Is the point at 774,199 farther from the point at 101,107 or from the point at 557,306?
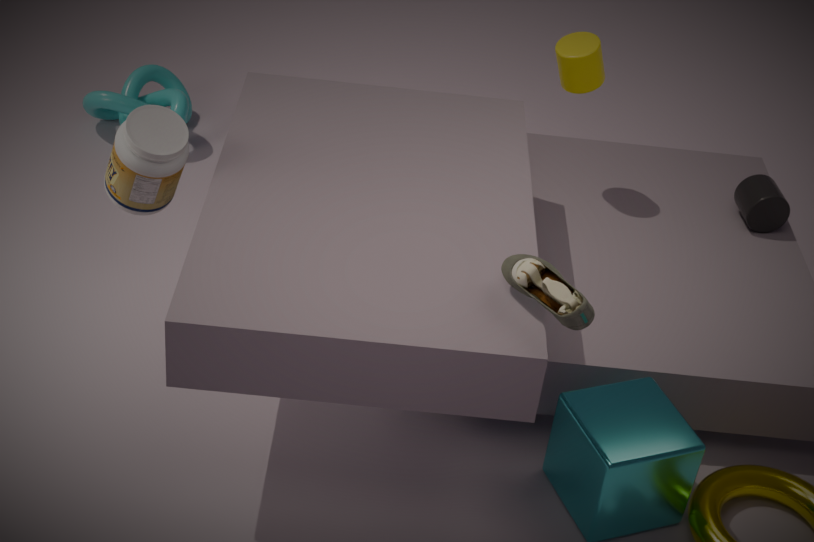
the point at 101,107
